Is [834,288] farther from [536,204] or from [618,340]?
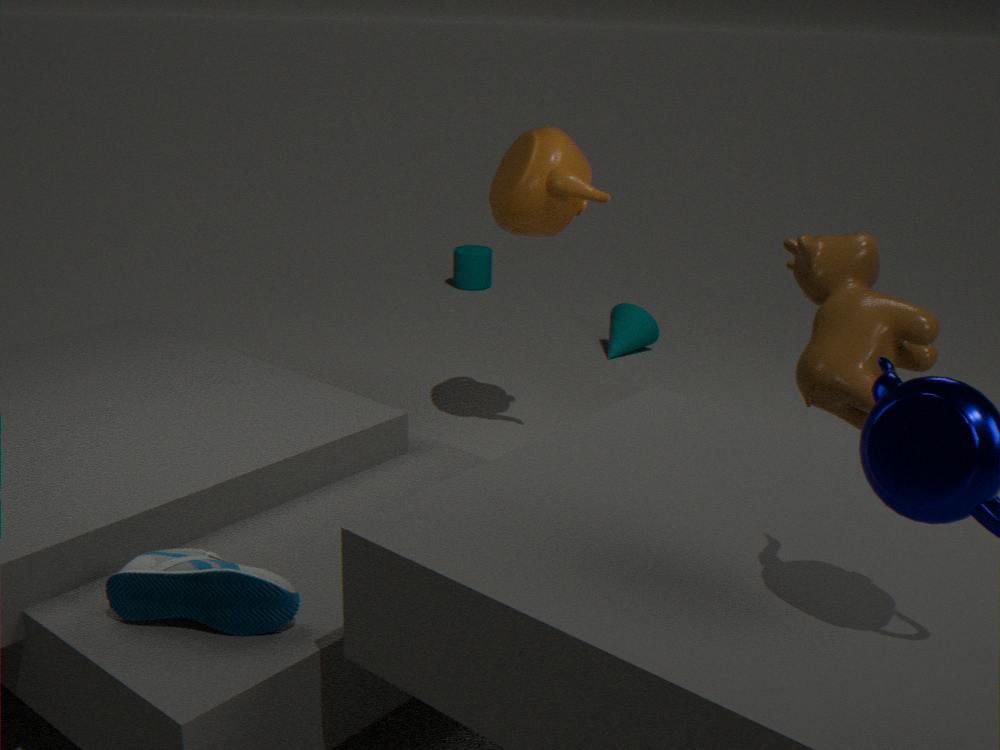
[618,340]
